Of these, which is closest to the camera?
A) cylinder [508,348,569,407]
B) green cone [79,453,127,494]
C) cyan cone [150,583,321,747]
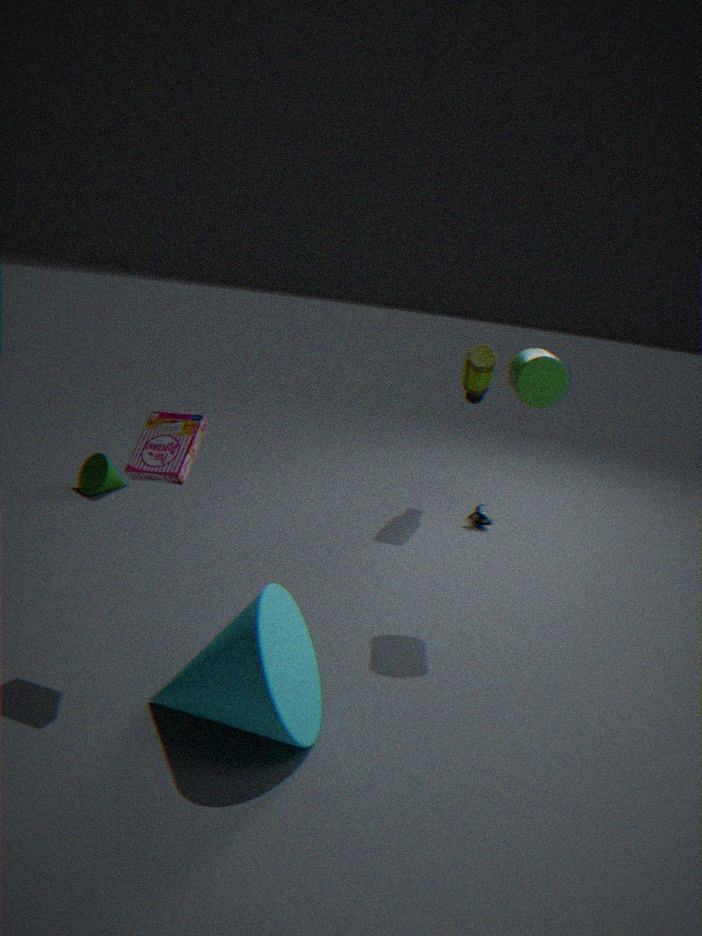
cyan cone [150,583,321,747]
